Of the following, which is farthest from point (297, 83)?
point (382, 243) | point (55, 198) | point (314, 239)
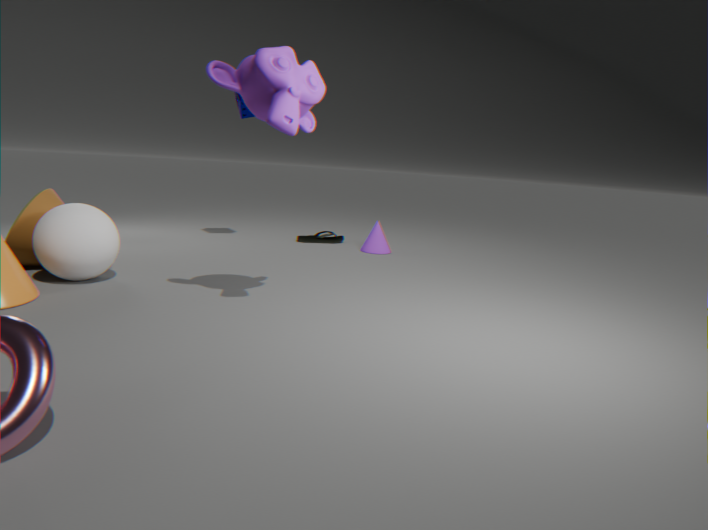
point (314, 239)
